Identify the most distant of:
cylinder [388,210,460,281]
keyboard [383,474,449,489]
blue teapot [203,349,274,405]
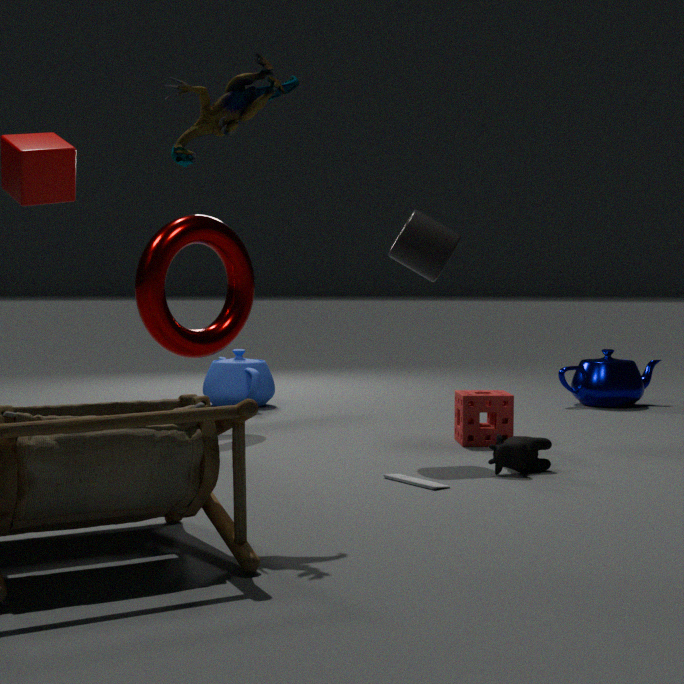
blue teapot [203,349,274,405]
